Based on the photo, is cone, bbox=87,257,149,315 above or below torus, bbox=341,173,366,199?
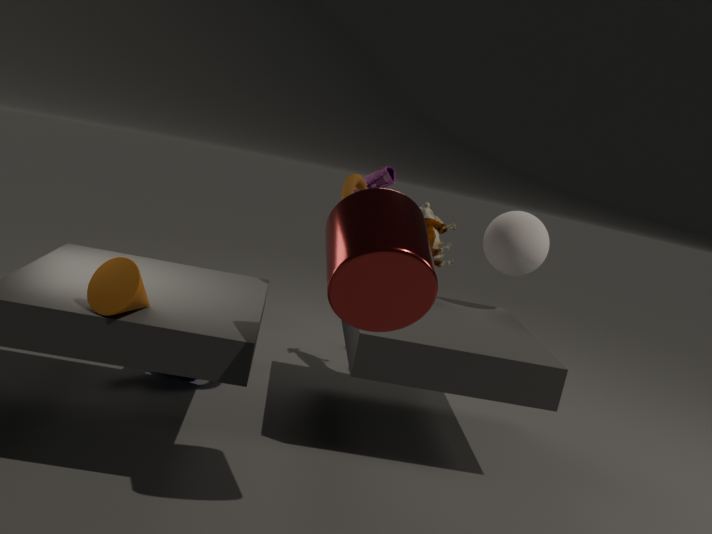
below
